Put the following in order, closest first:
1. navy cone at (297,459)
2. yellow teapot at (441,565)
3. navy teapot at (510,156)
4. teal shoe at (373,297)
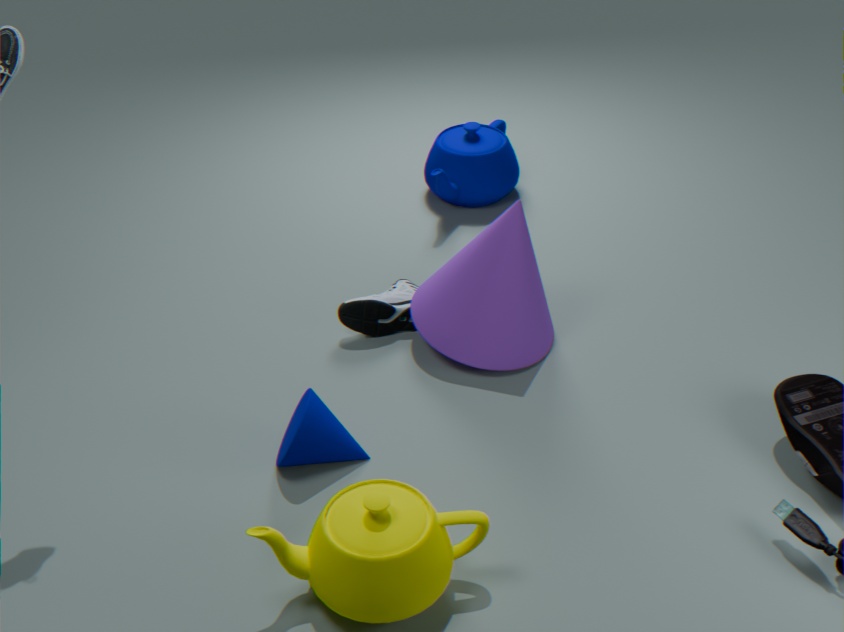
A: yellow teapot at (441,565), navy cone at (297,459), teal shoe at (373,297), navy teapot at (510,156)
